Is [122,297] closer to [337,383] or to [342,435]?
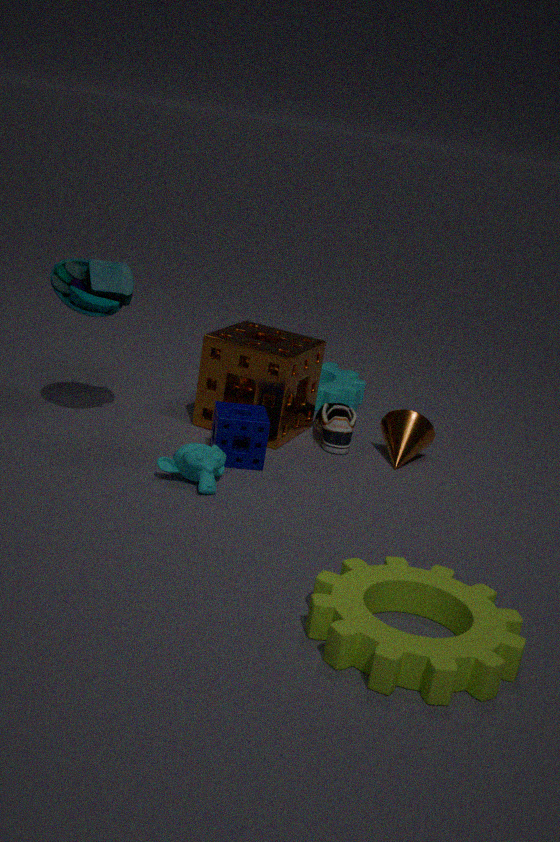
[342,435]
